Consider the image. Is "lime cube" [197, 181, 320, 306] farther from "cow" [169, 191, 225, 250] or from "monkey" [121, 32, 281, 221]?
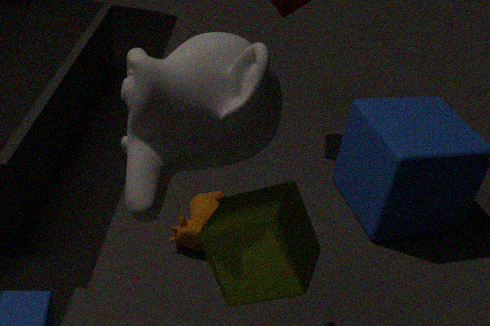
"cow" [169, 191, 225, 250]
